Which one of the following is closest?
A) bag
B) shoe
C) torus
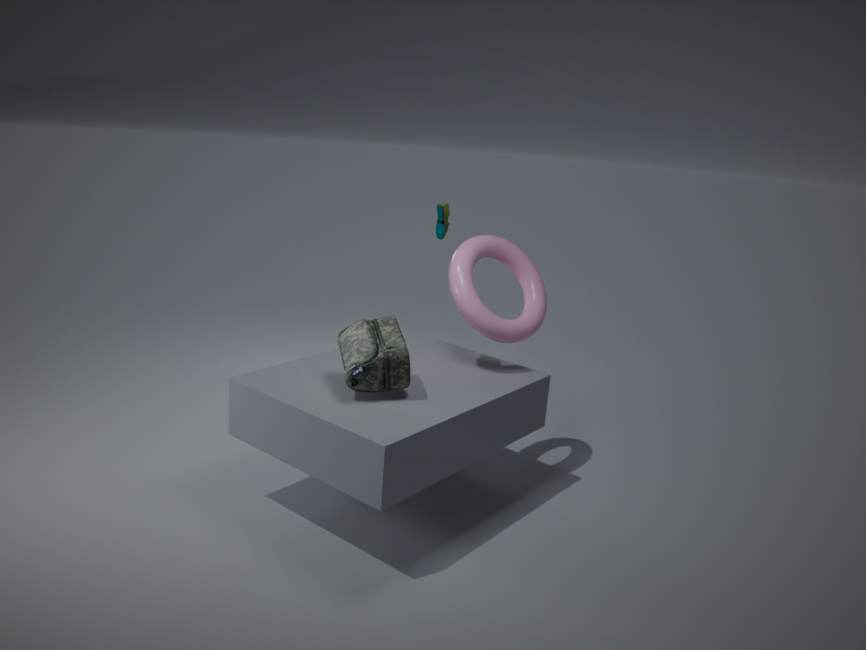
A. bag
